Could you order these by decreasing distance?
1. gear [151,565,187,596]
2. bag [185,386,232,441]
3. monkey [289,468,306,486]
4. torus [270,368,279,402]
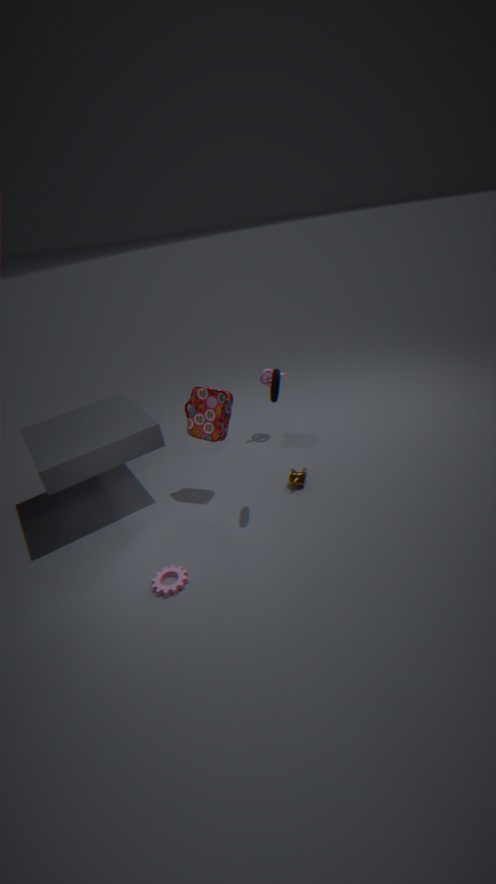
monkey [289,468,306,486] → bag [185,386,232,441] → torus [270,368,279,402] → gear [151,565,187,596]
